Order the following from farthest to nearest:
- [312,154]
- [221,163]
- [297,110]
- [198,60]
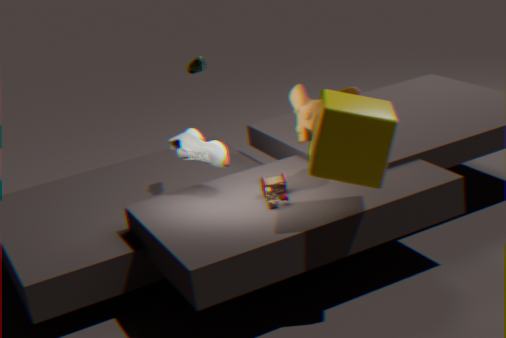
1. [198,60]
2. [221,163]
3. [297,110]
4. [312,154]
